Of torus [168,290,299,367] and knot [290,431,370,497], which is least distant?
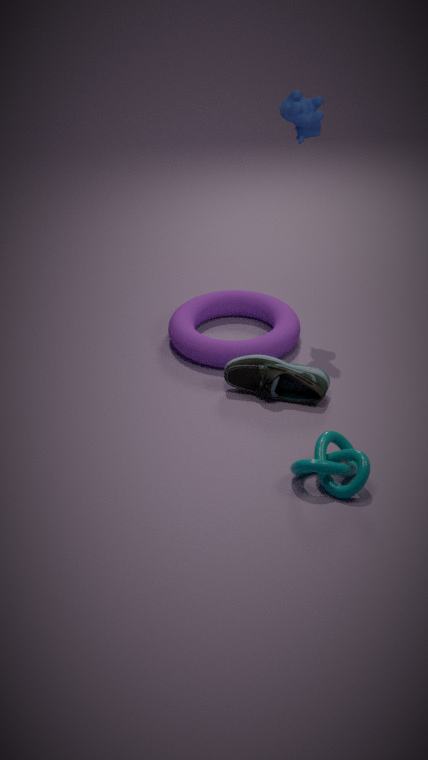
knot [290,431,370,497]
